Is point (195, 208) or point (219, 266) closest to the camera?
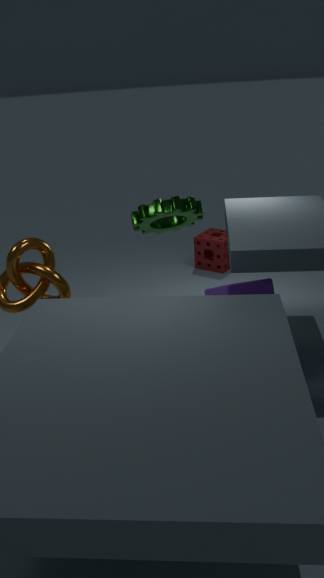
point (195, 208)
